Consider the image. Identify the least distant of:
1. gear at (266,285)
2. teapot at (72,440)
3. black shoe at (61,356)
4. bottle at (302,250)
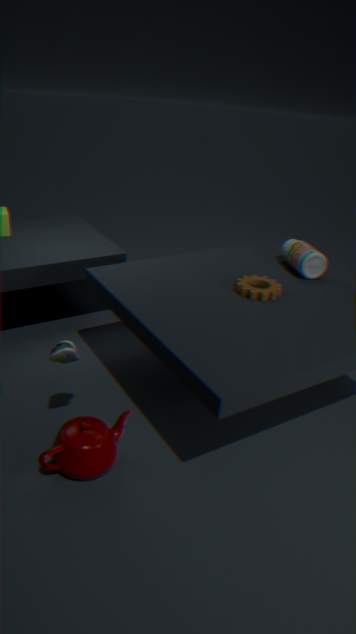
black shoe at (61,356)
